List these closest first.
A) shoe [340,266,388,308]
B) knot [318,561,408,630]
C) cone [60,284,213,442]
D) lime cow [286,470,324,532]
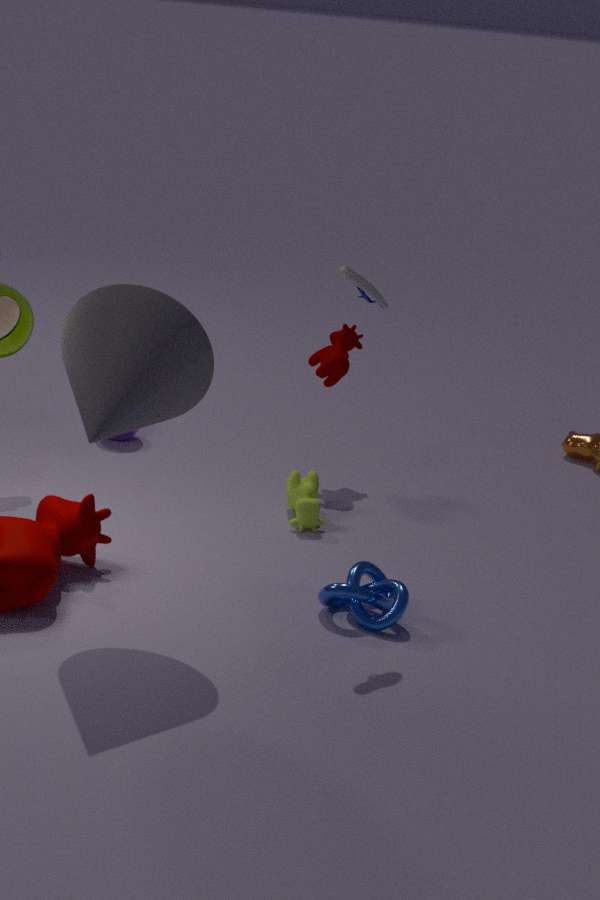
1. cone [60,284,213,442]
2. shoe [340,266,388,308]
3. knot [318,561,408,630]
4. lime cow [286,470,324,532]
